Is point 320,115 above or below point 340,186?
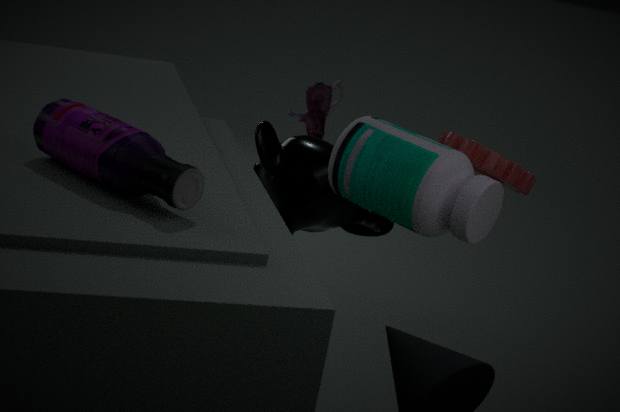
below
